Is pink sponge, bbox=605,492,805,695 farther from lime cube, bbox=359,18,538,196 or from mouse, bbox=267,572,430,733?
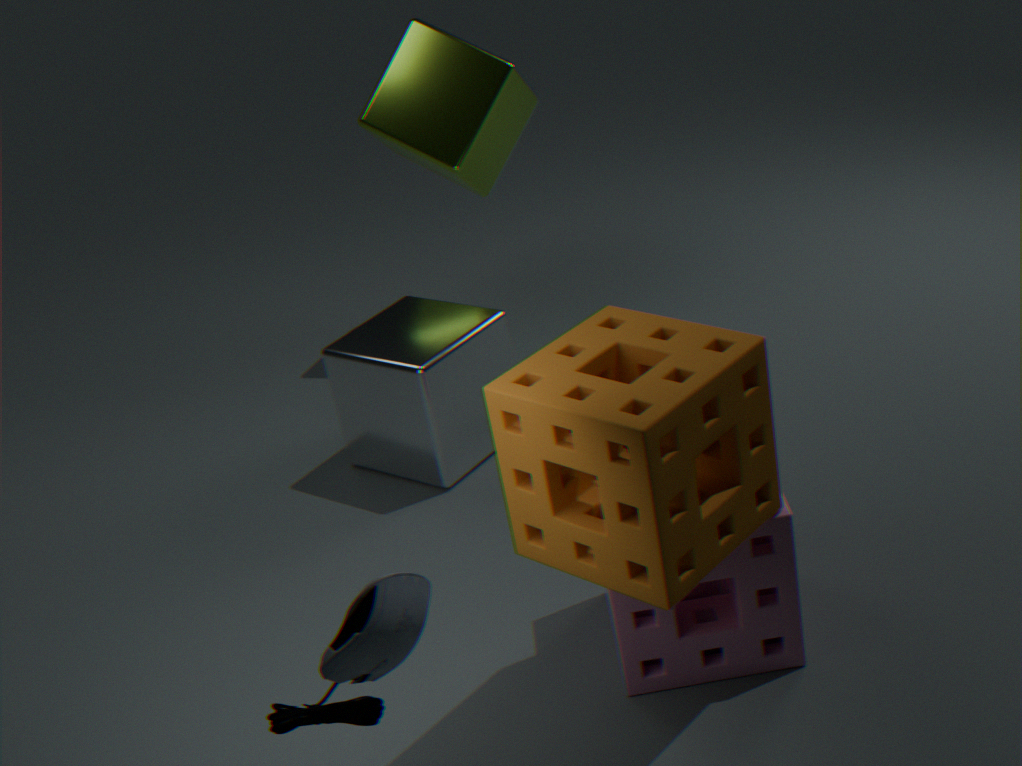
lime cube, bbox=359,18,538,196
